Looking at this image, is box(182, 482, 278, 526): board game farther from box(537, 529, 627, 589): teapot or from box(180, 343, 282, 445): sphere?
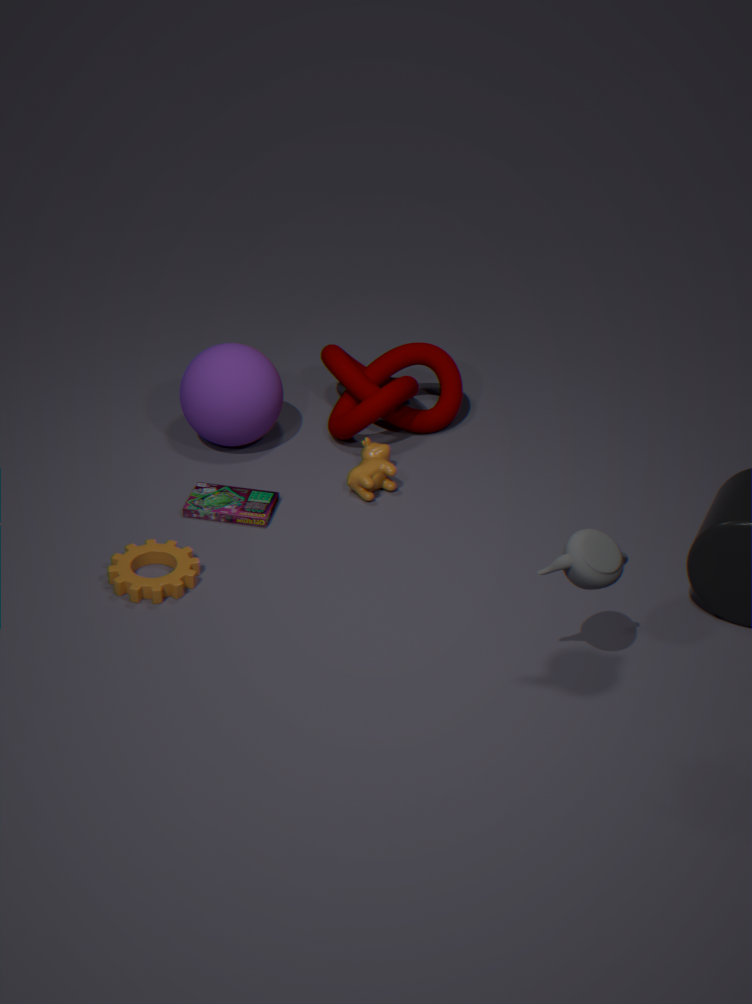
box(537, 529, 627, 589): teapot
